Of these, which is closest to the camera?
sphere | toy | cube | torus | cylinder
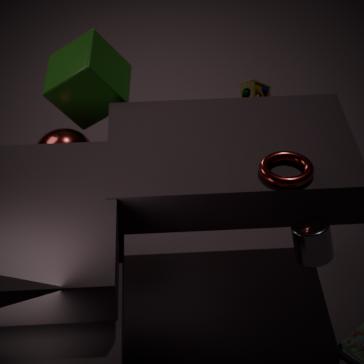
cylinder
